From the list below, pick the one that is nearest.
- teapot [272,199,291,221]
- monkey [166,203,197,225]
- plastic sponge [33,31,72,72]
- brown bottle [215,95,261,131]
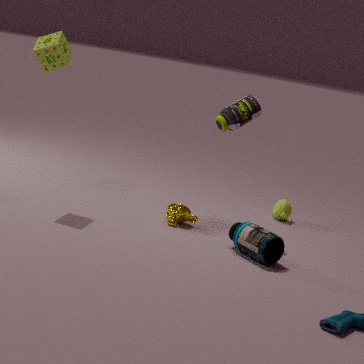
plastic sponge [33,31,72,72]
